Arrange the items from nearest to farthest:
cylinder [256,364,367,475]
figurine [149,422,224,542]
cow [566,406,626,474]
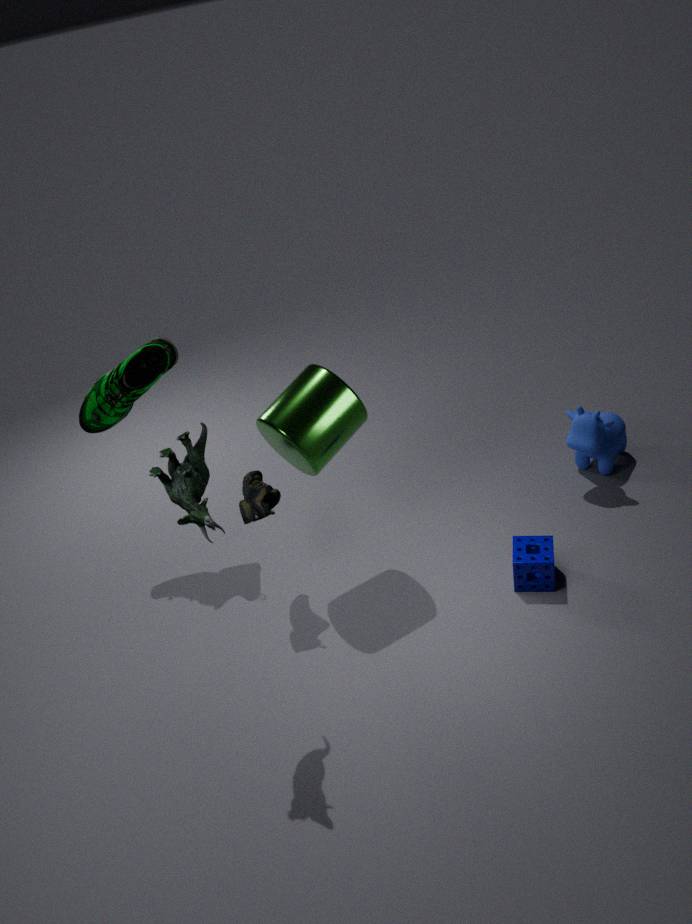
figurine [149,422,224,542] < cylinder [256,364,367,475] < cow [566,406,626,474]
